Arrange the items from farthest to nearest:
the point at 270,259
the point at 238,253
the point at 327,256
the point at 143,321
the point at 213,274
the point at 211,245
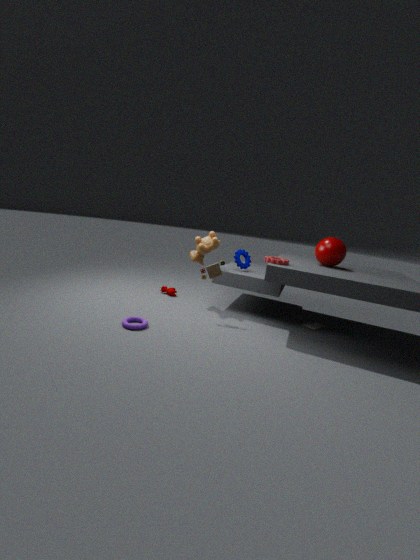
the point at 238,253
the point at 211,245
the point at 213,274
the point at 327,256
the point at 270,259
the point at 143,321
